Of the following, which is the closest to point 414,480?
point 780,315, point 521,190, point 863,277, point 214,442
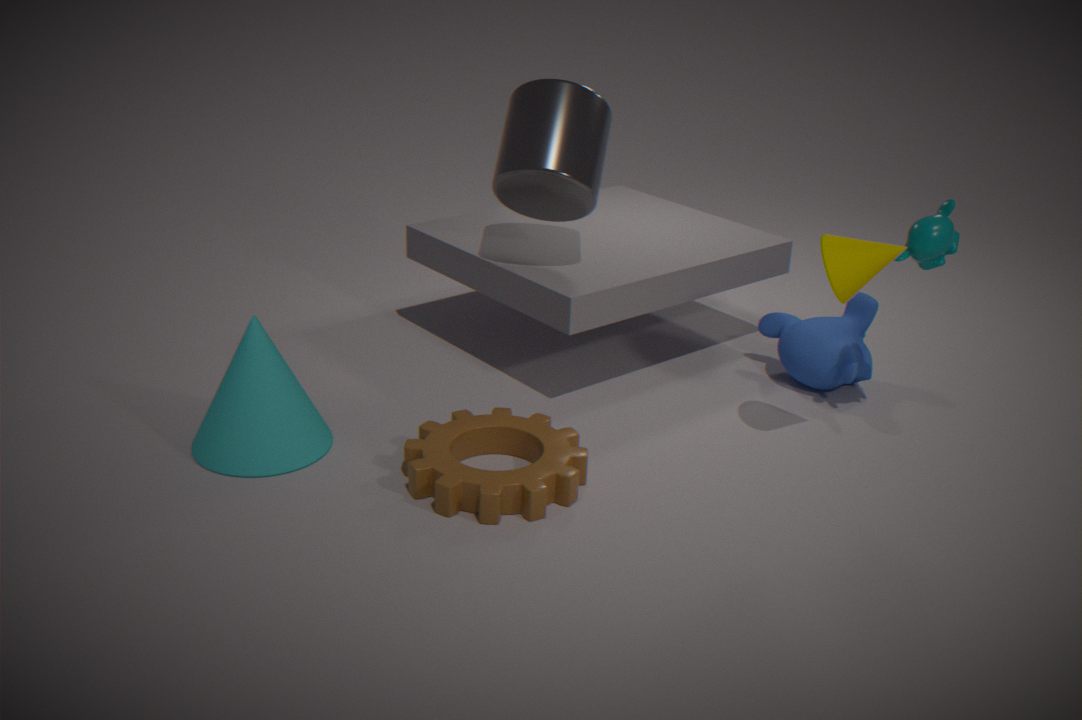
point 214,442
